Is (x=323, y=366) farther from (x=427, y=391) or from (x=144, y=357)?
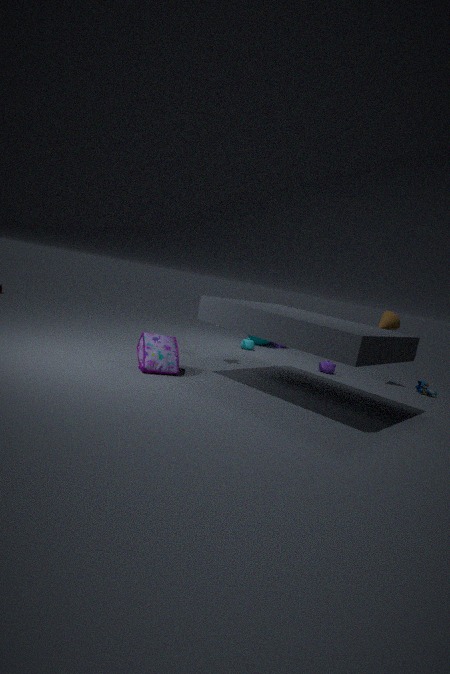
(x=144, y=357)
